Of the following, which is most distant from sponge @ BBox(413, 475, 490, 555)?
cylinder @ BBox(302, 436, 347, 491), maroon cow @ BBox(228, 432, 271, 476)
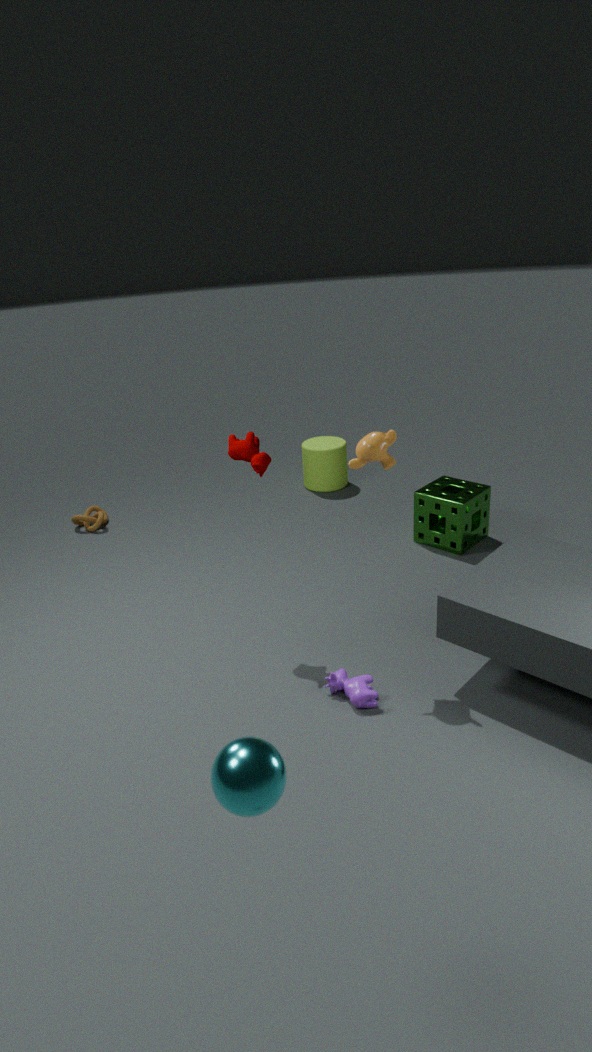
maroon cow @ BBox(228, 432, 271, 476)
